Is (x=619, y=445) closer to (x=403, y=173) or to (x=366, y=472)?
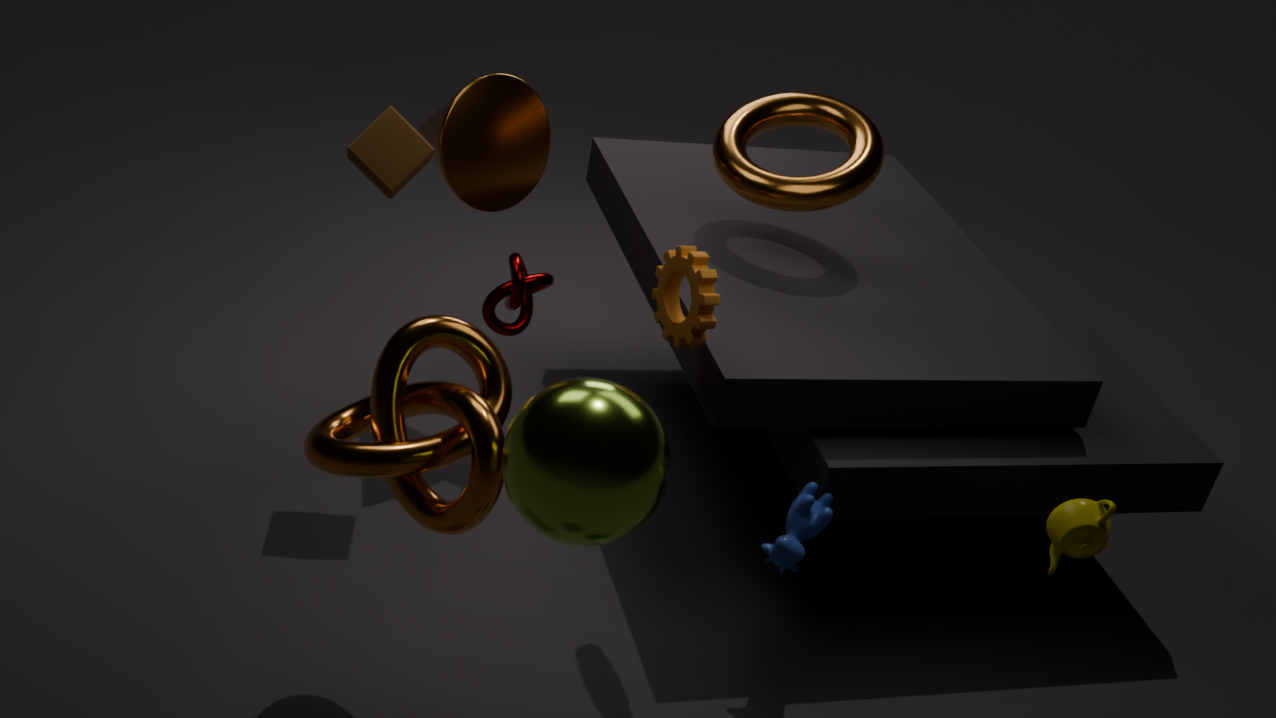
(x=366, y=472)
